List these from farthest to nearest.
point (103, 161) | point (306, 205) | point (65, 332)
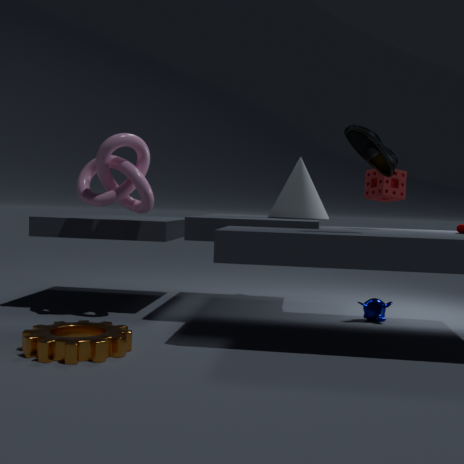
1. point (306, 205)
2. point (103, 161)
3. point (65, 332)
